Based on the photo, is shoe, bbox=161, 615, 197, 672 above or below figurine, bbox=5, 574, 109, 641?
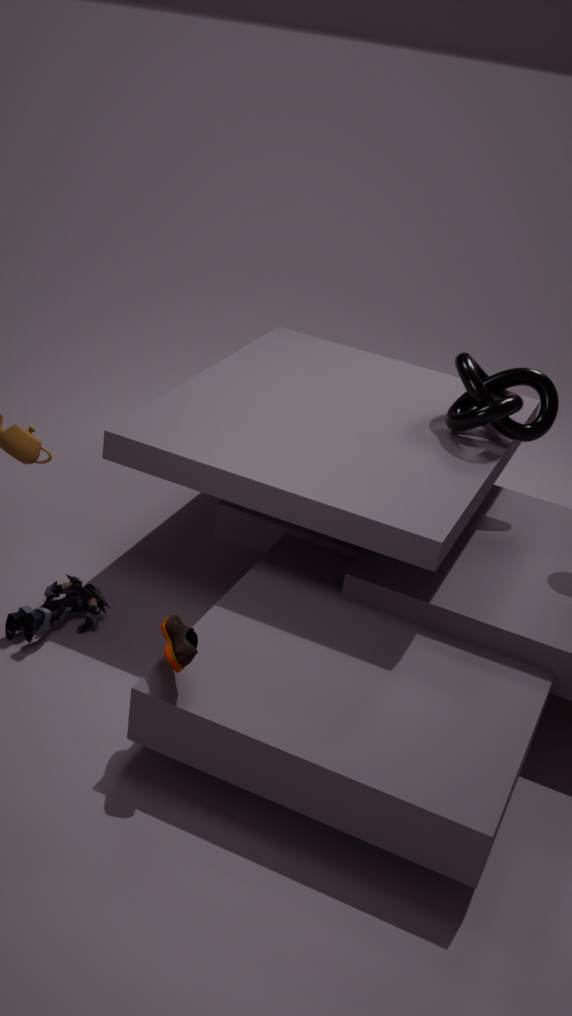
above
